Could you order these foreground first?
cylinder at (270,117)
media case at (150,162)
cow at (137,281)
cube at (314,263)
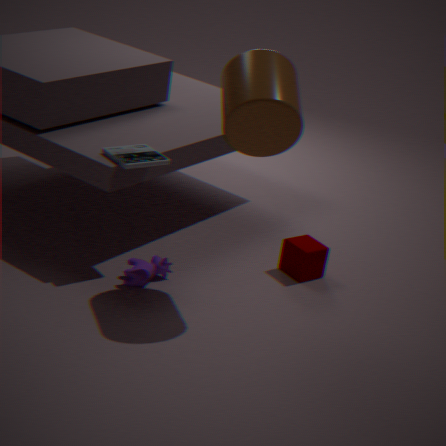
cylinder at (270,117)
media case at (150,162)
cow at (137,281)
cube at (314,263)
